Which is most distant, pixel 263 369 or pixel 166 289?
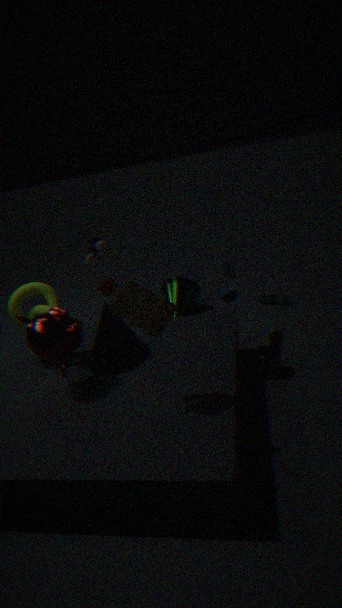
pixel 166 289
